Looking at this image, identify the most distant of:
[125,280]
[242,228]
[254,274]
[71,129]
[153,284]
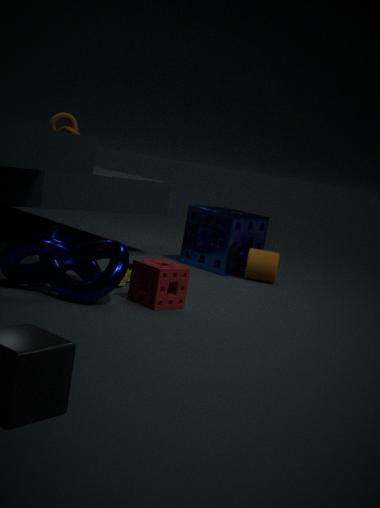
[71,129]
